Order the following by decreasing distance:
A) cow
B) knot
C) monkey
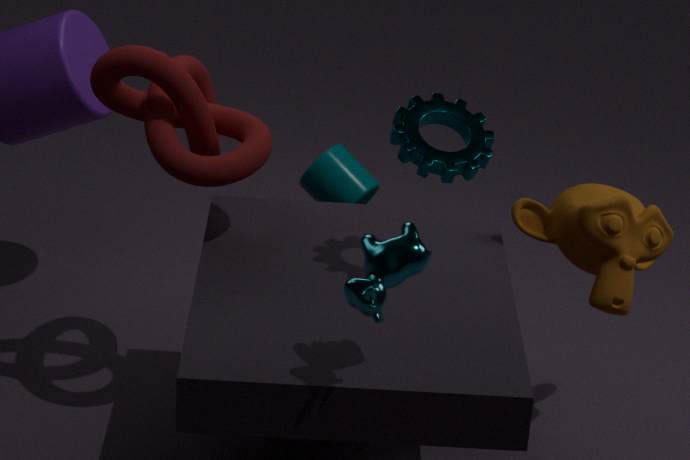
monkey < knot < cow
